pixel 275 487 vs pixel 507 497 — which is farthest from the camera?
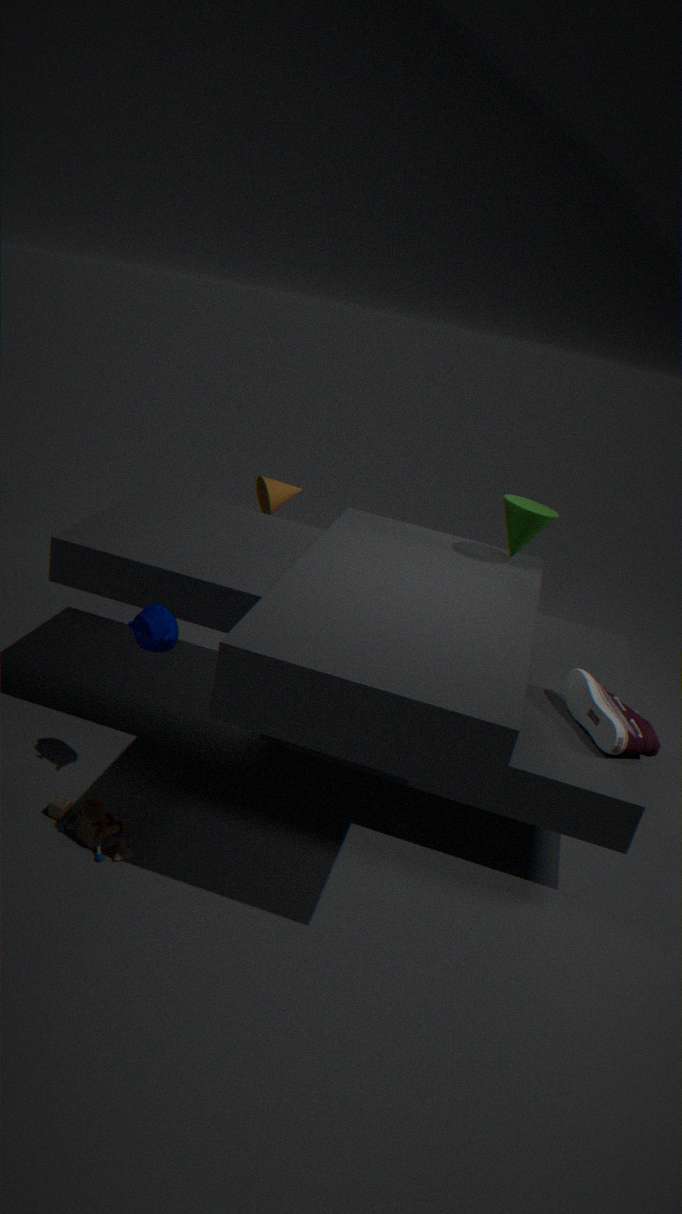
pixel 275 487
